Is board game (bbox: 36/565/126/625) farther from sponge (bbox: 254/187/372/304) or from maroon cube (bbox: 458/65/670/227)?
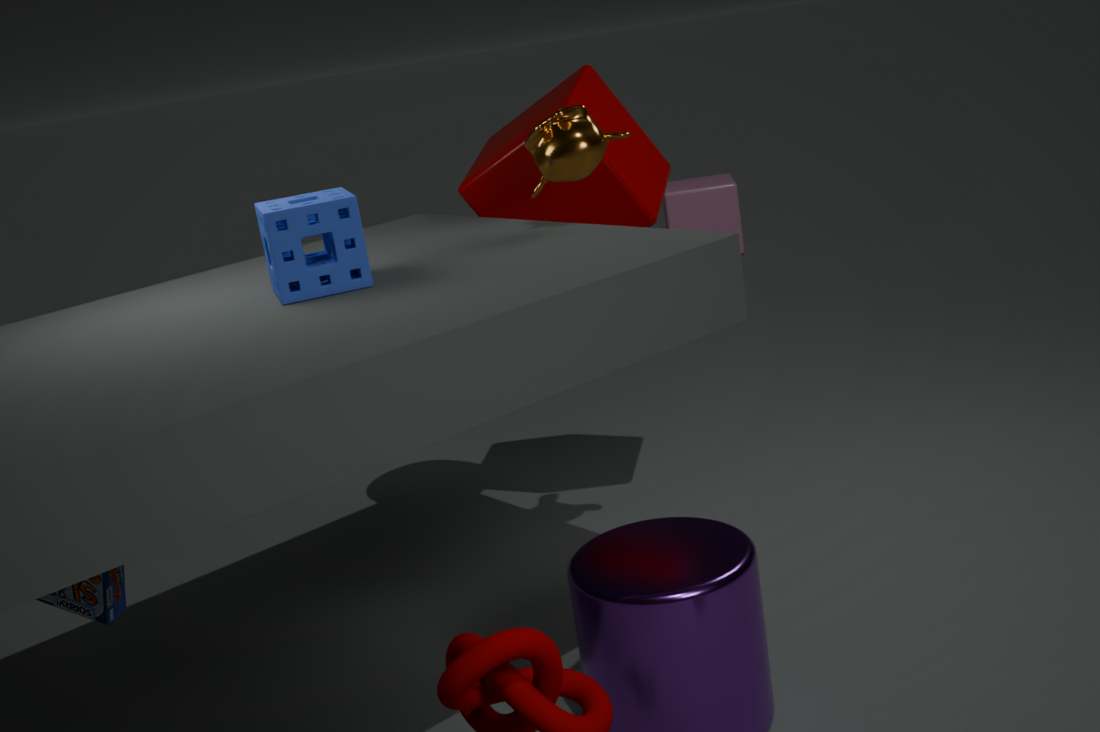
maroon cube (bbox: 458/65/670/227)
